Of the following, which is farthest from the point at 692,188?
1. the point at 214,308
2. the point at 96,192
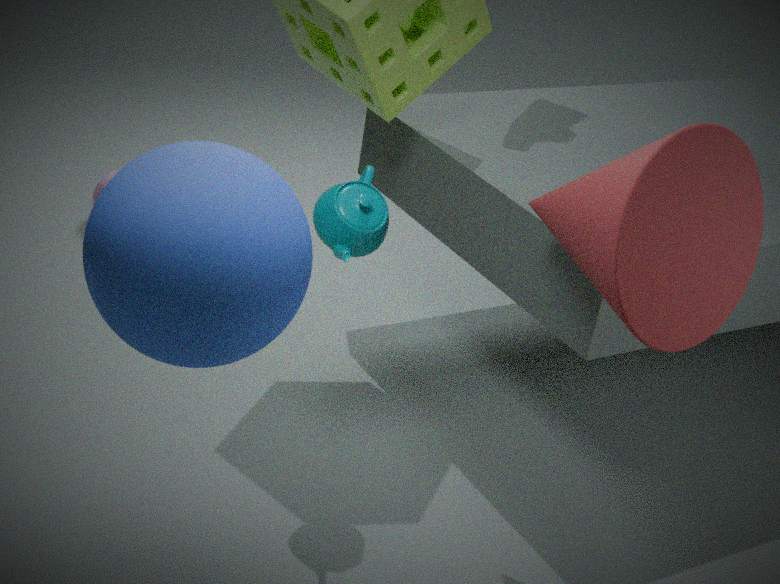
the point at 96,192
